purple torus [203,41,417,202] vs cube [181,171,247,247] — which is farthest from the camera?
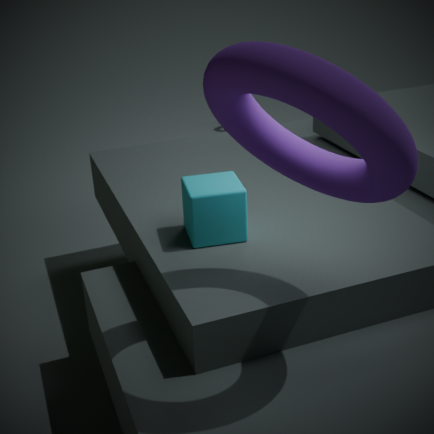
cube [181,171,247,247]
